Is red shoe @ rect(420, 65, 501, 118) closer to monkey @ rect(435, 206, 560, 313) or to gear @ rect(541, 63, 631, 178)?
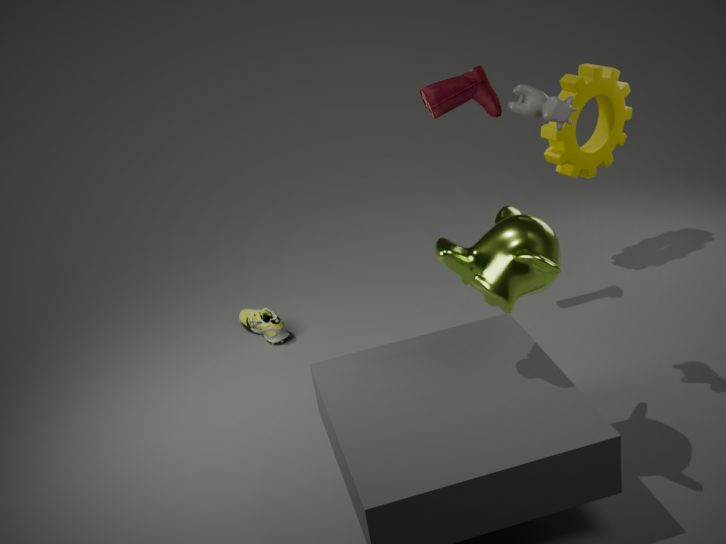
gear @ rect(541, 63, 631, 178)
